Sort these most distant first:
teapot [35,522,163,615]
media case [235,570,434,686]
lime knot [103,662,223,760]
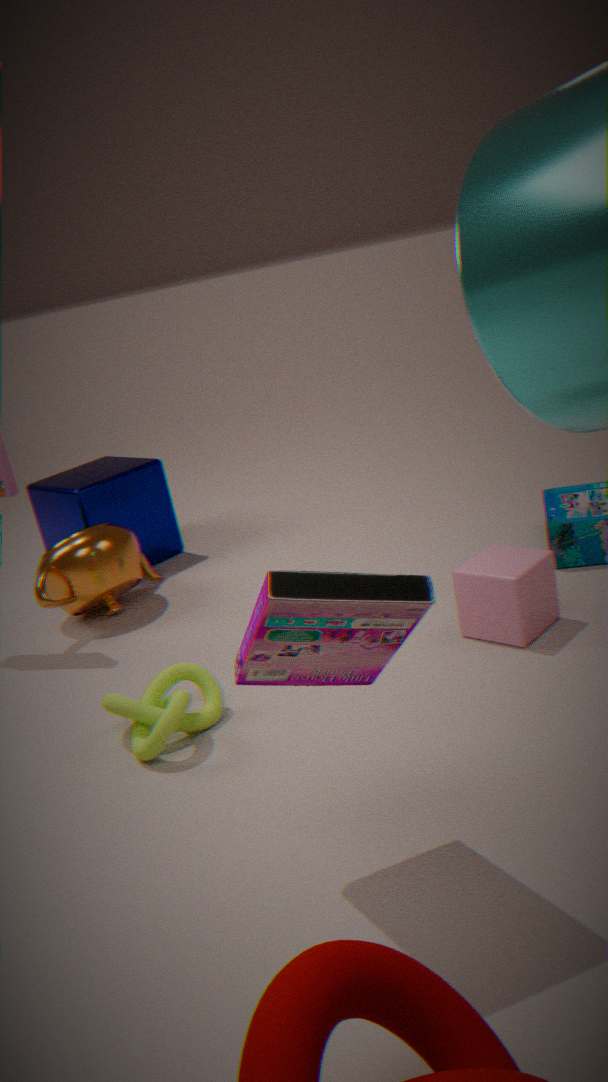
teapot [35,522,163,615] < lime knot [103,662,223,760] < media case [235,570,434,686]
